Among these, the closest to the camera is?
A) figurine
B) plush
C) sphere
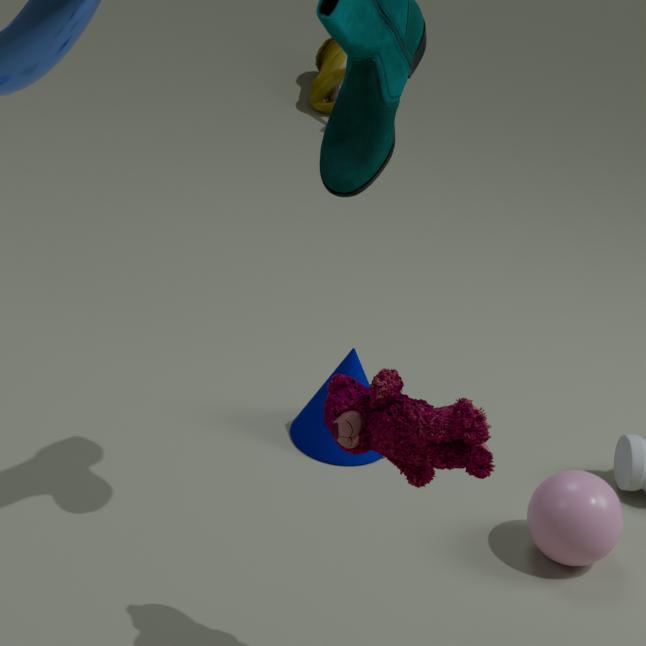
plush
